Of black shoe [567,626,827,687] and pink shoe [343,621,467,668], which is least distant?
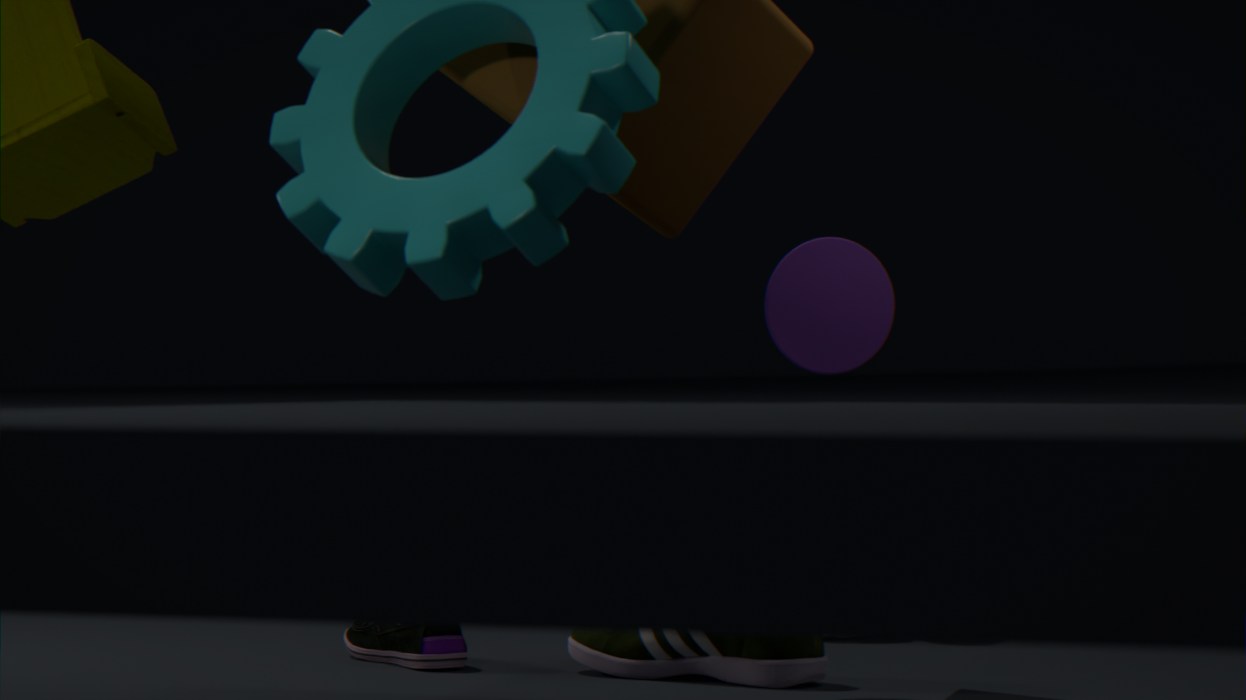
black shoe [567,626,827,687]
